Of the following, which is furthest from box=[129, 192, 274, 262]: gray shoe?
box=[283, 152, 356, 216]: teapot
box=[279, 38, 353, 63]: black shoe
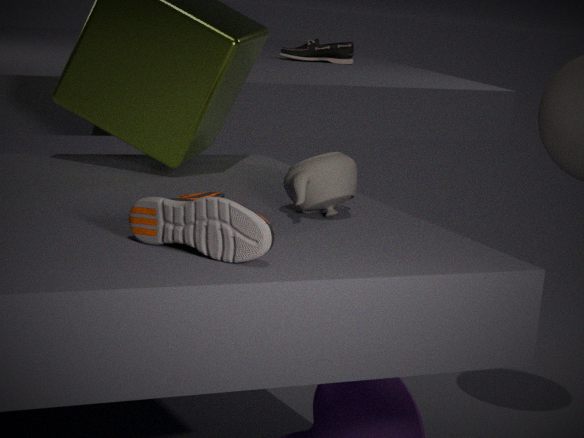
box=[279, 38, 353, 63]: black shoe
